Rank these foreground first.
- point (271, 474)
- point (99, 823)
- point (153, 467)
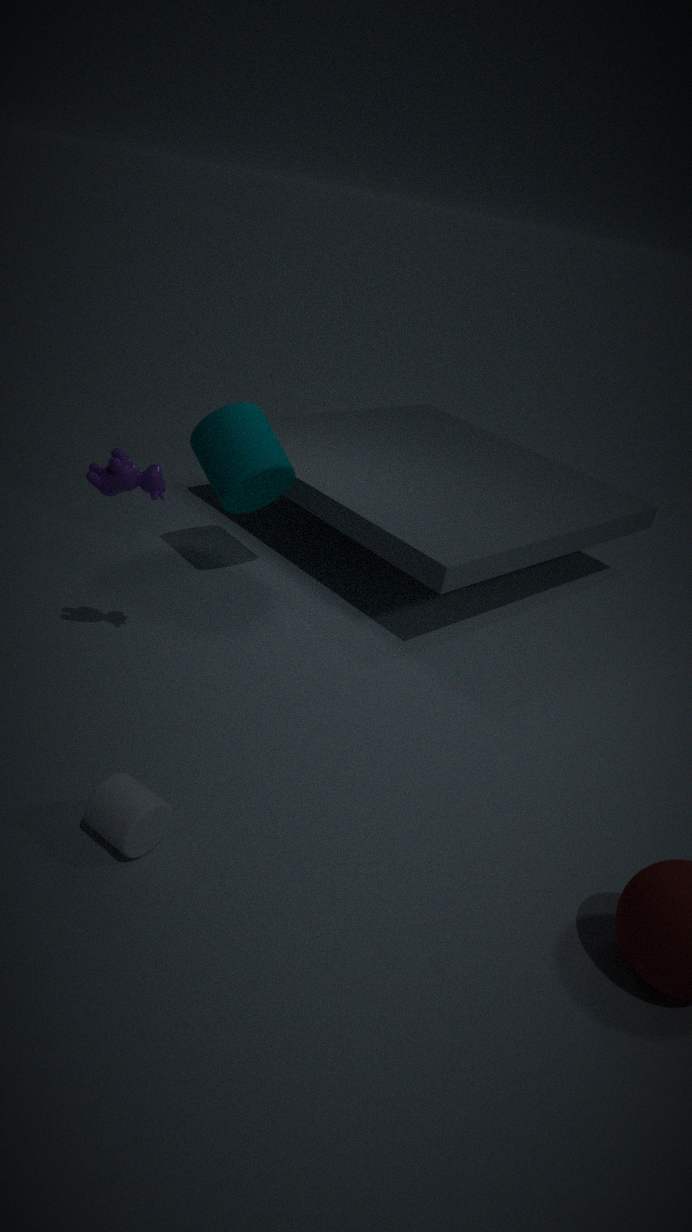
point (99, 823) → point (153, 467) → point (271, 474)
